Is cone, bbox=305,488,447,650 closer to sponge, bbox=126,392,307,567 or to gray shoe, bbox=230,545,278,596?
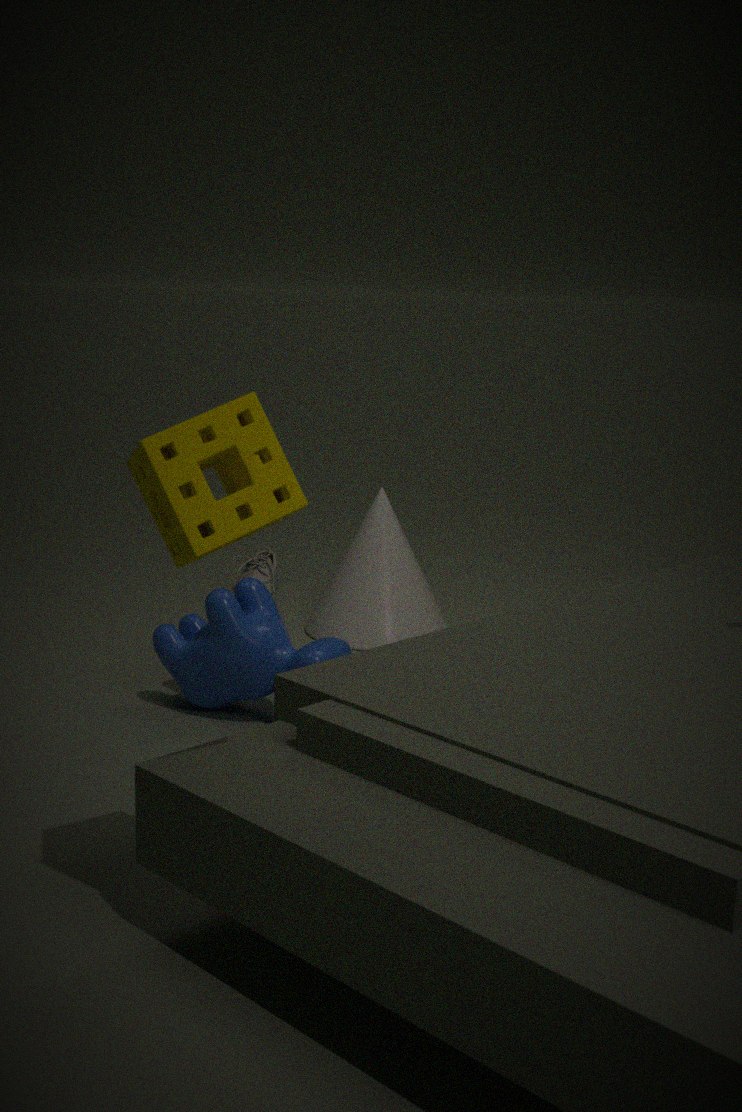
gray shoe, bbox=230,545,278,596
